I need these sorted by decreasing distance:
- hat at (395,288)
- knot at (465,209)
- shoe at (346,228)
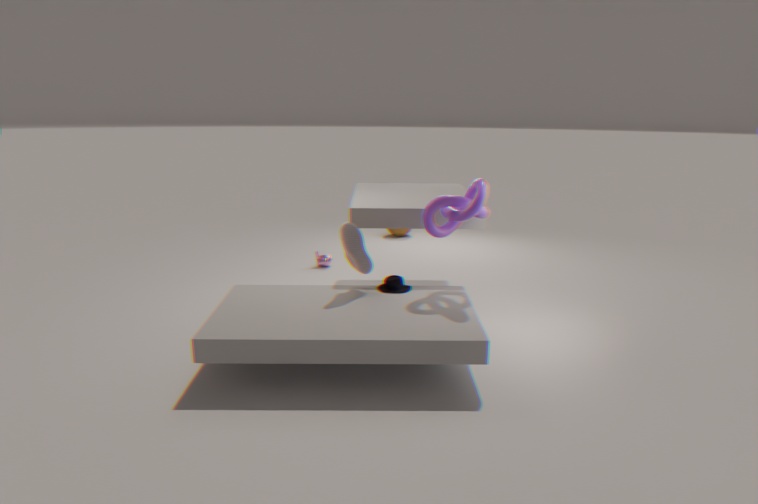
hat at (395,288), shoe at (346,228), knot at (465,209)
